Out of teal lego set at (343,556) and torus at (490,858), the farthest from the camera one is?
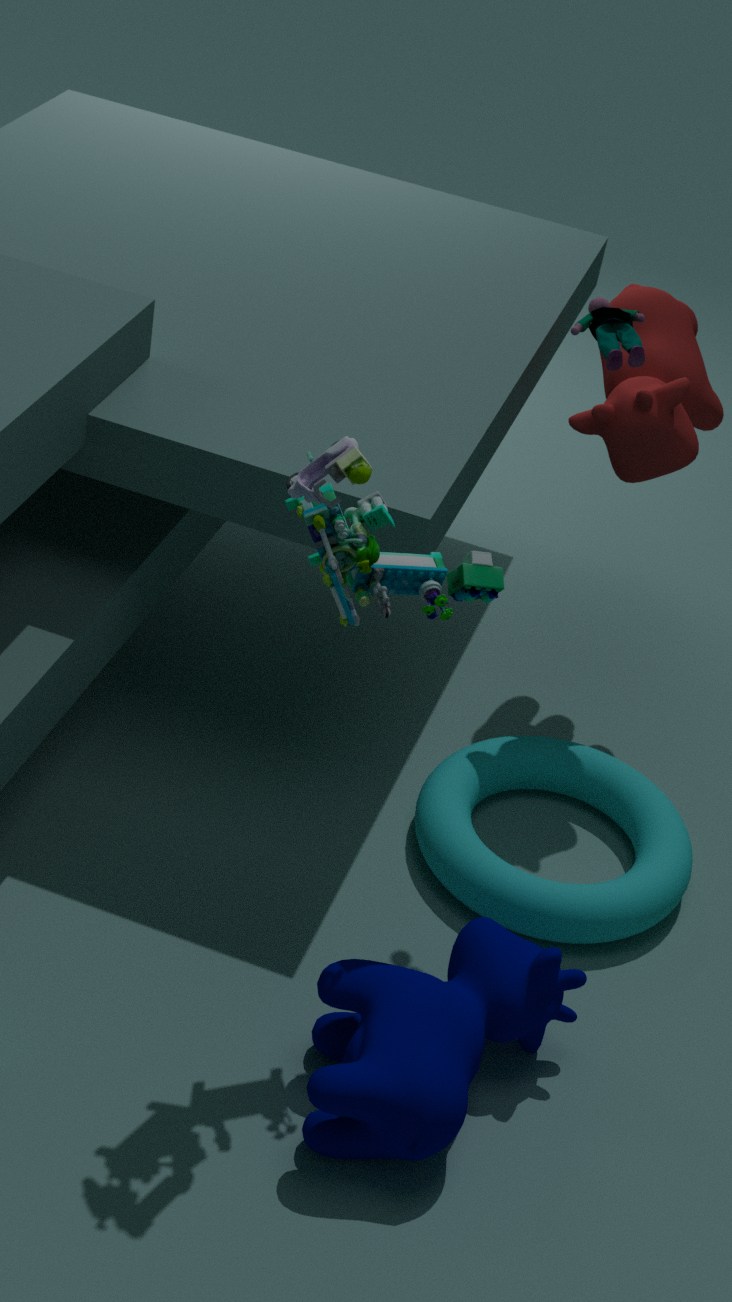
torus at (490,858)
